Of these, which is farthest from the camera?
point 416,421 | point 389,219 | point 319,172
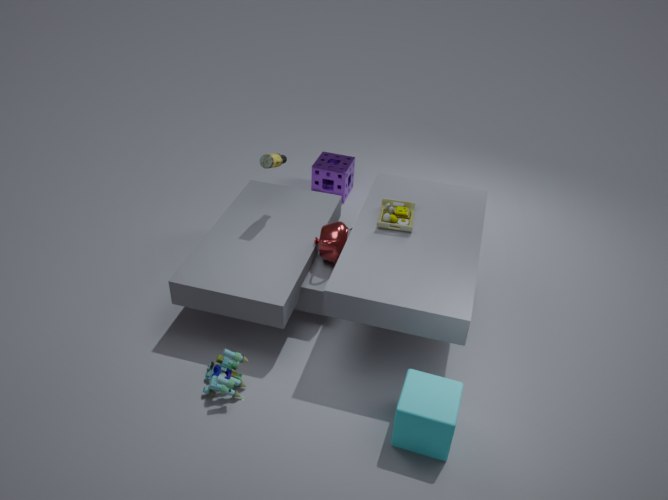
point 319,172
